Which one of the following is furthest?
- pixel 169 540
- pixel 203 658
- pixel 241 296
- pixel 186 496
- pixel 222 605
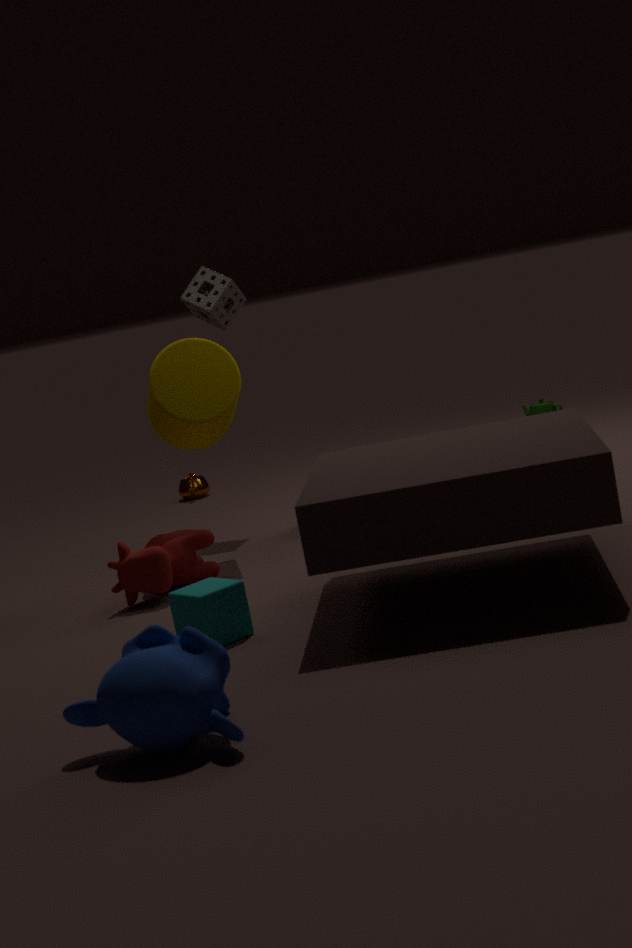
pixel 186 496
